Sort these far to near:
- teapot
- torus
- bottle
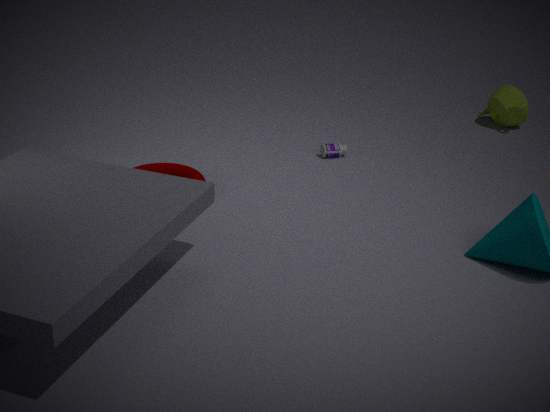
teapot → bottle → torus
